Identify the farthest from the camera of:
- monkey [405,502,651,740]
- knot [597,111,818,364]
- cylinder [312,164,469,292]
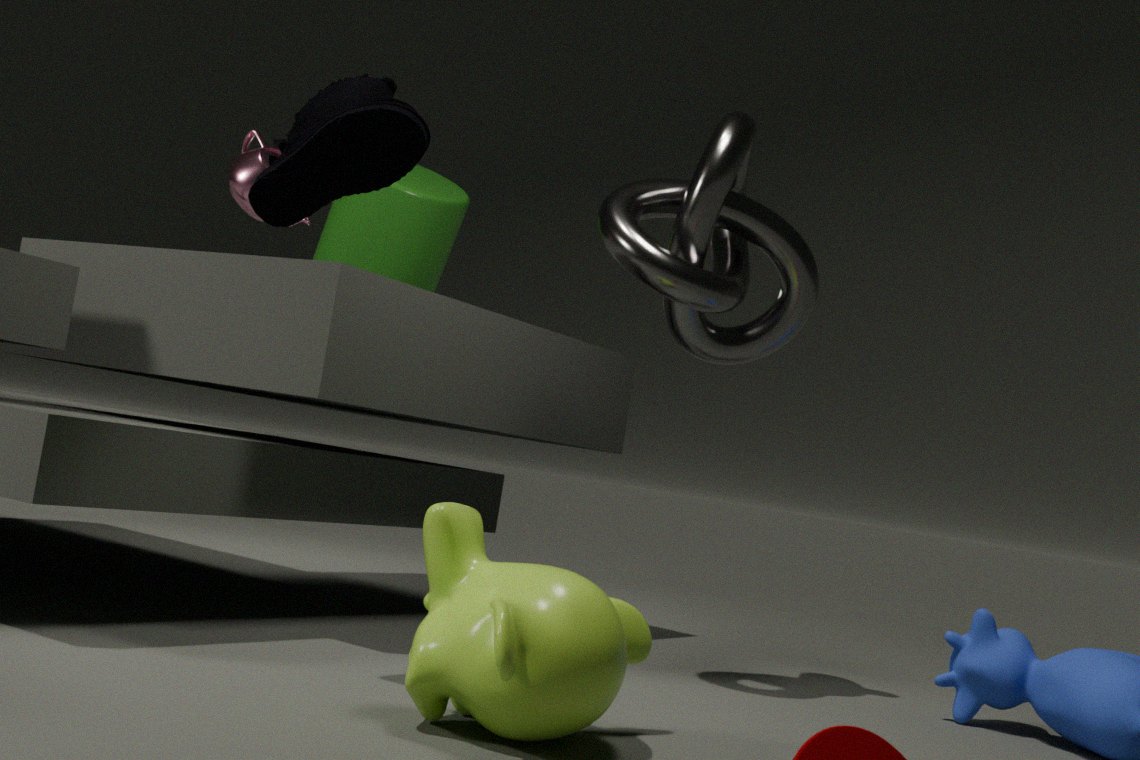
cylinder [312,164,469,292]
